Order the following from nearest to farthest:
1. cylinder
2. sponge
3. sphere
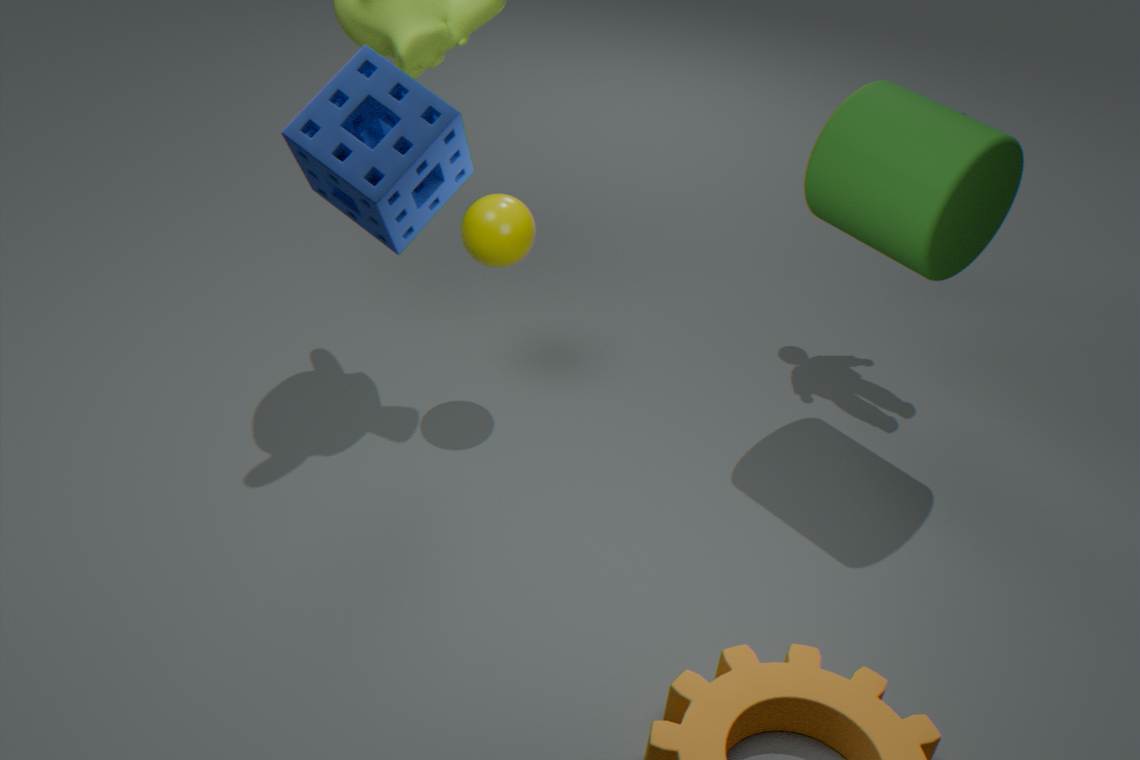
sponge < cylinder < sphere
